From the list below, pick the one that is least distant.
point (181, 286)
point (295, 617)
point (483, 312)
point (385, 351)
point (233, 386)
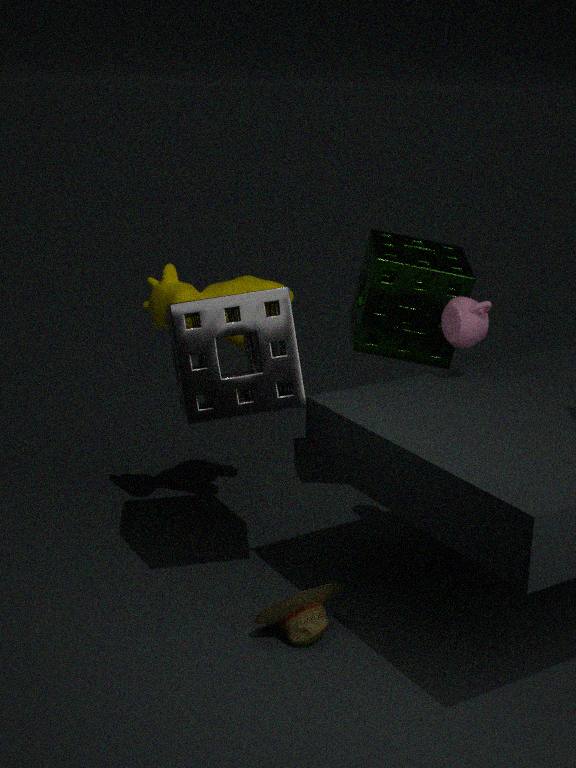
point (233, 386)
